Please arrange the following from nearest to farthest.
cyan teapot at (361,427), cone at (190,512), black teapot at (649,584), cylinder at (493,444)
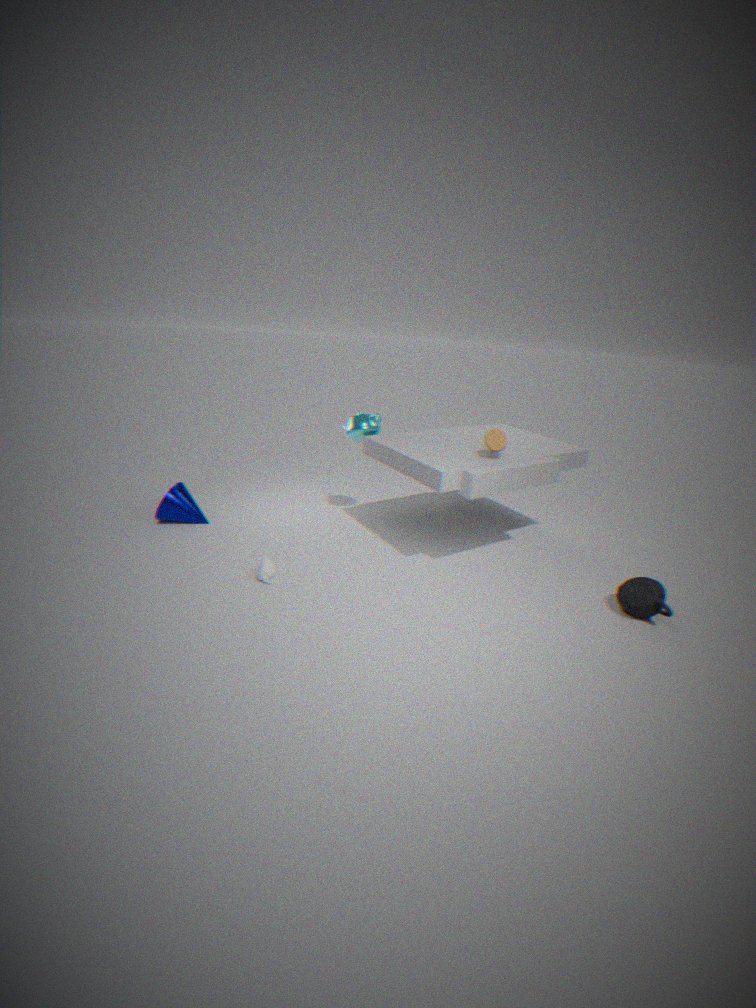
black teapot at (649,584), cylinder at (493,444), cyan teapot at (361,427), cone at (190,512)
